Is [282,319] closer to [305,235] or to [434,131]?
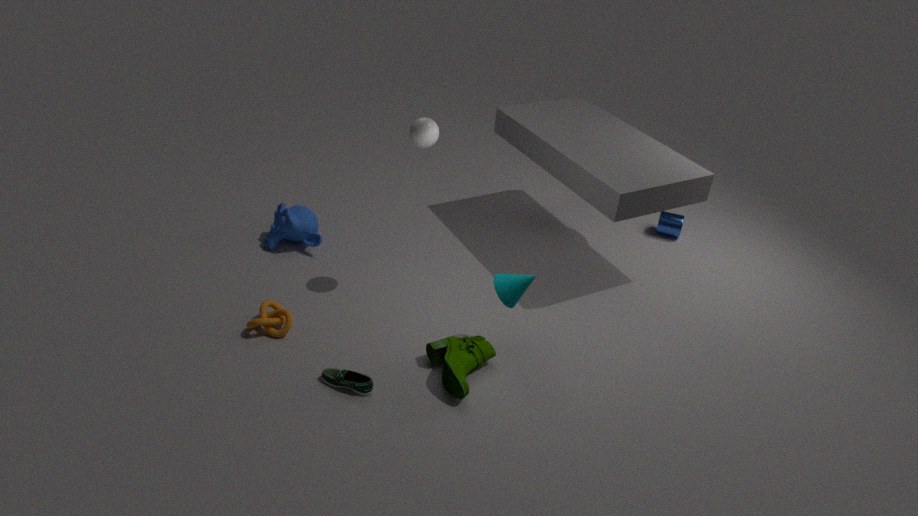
[305,235]
